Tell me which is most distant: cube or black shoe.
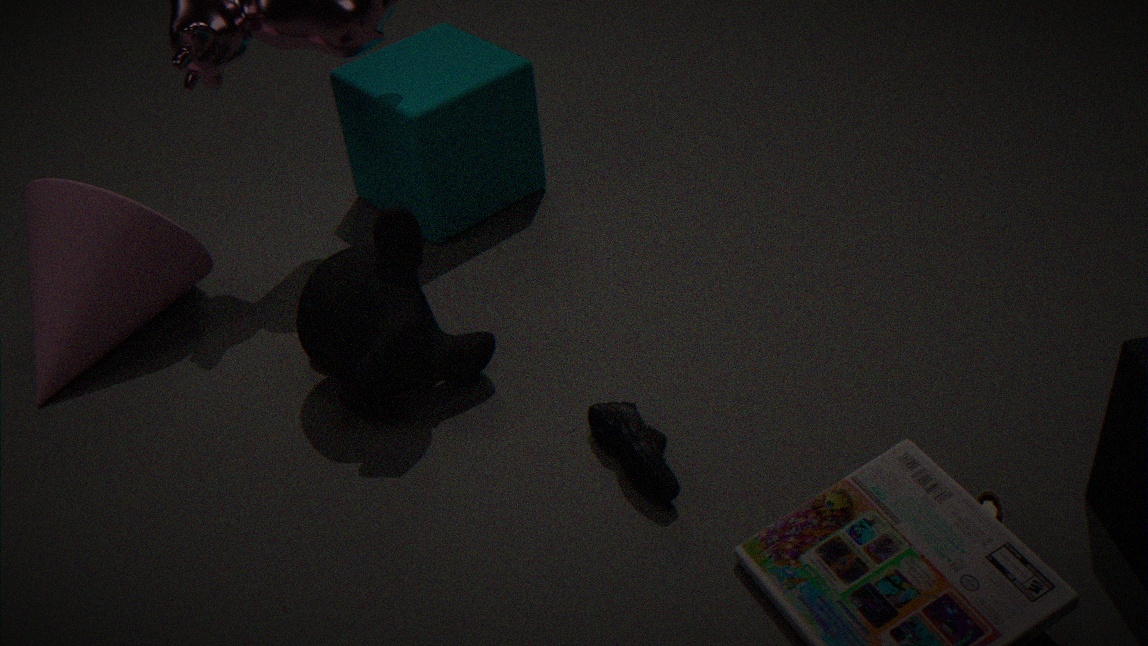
cube
